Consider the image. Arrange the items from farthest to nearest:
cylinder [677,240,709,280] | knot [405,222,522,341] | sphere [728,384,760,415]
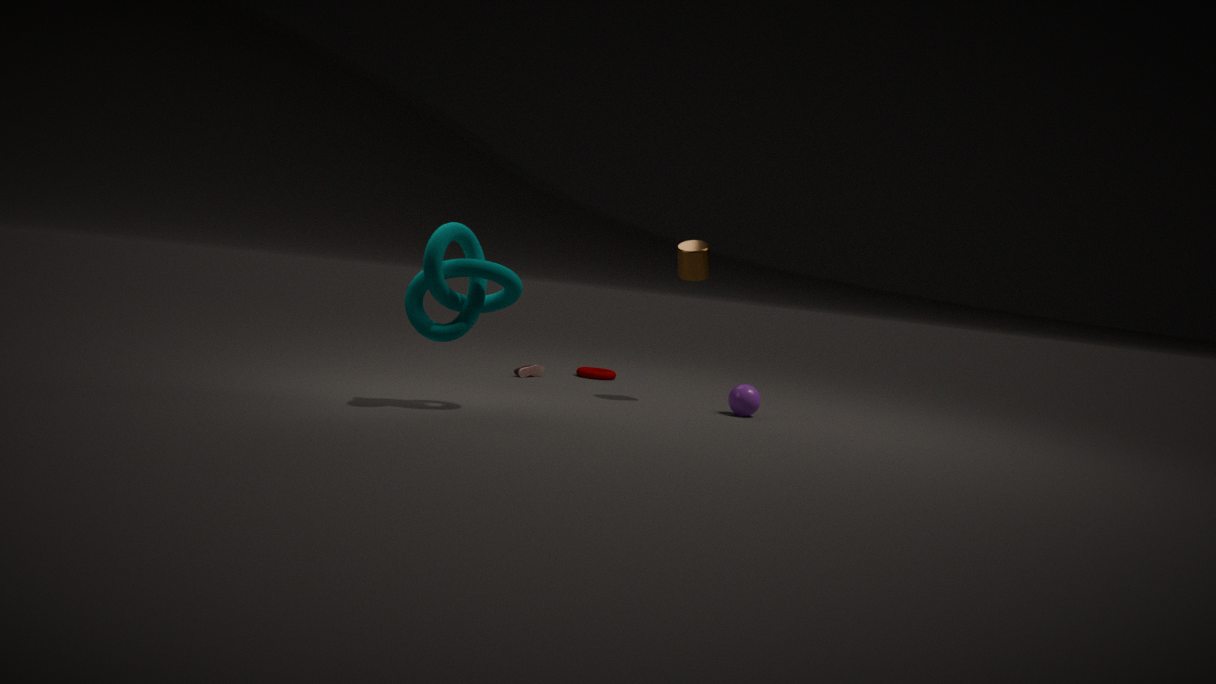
cylinder [677,240,709,280] < sphere [728,384,760,415] < knot [405,222,522,341]
